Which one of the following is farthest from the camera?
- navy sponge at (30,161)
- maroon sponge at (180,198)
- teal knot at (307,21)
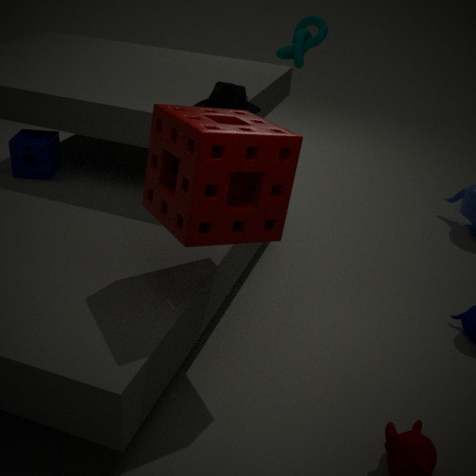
navy sponge at (30,161)
